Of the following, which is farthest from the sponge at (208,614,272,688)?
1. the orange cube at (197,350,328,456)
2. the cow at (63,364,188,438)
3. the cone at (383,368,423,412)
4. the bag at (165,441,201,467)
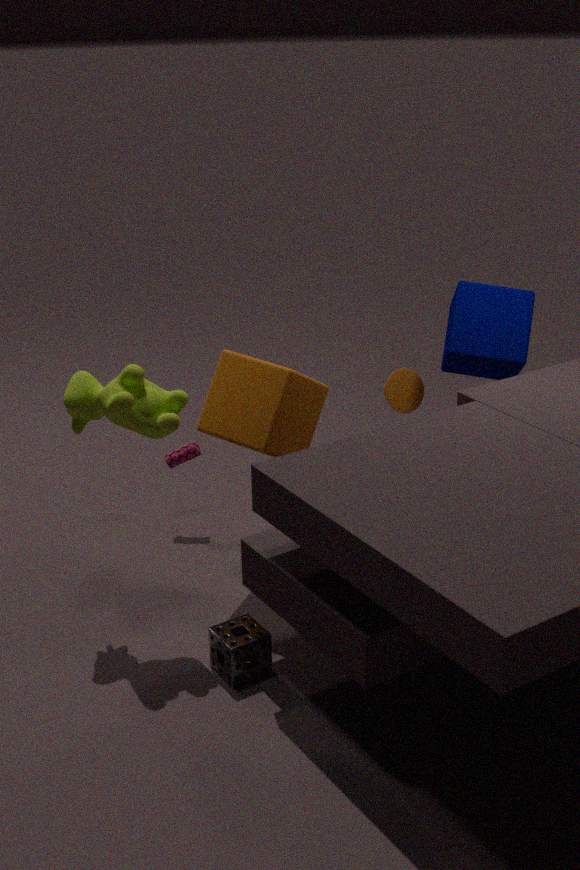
the cone at (383,368,423,412)
